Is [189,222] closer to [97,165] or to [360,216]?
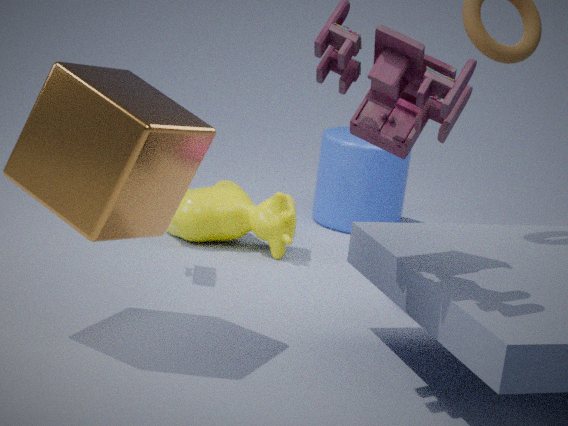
[360,216]
